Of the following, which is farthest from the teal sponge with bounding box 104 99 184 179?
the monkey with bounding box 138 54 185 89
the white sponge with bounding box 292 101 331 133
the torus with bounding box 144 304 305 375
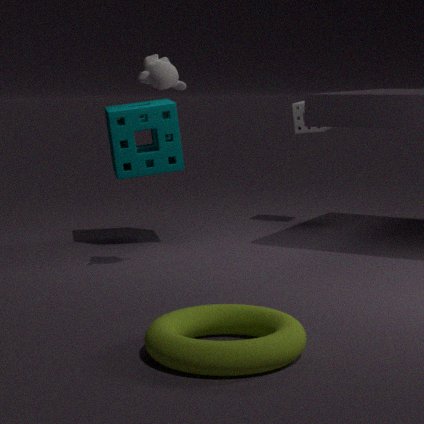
the torus with bounding box 144 304 305 375
